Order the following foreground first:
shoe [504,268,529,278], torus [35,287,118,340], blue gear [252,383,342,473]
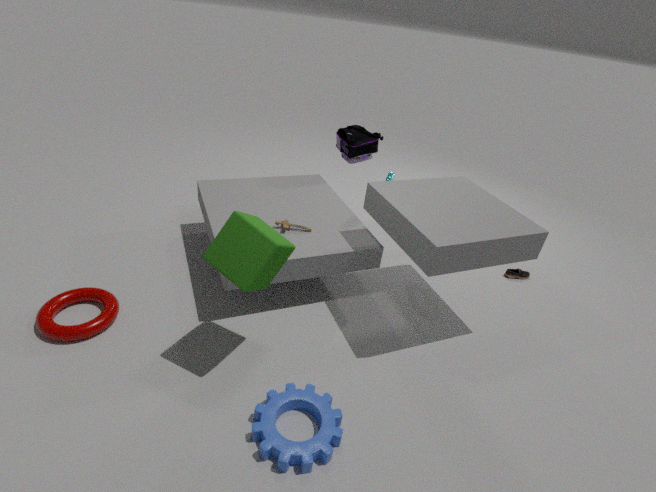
blue gear [252,383,342,473], torus [35,287,118,340], shoe [504,268,529,278]
